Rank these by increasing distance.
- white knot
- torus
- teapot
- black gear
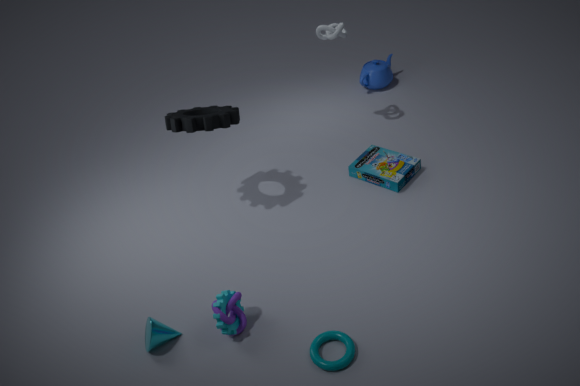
torus
black gear
white knot
teapot
